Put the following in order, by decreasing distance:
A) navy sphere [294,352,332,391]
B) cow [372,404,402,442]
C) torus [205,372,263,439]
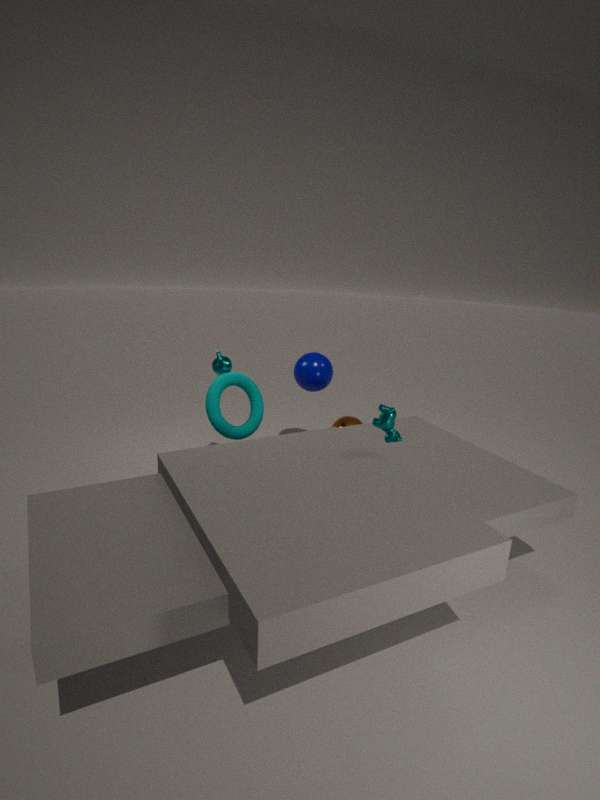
navy sphere [294,352,332,391] → torus [205,372,263,439] → cow [372,404,402,442]
